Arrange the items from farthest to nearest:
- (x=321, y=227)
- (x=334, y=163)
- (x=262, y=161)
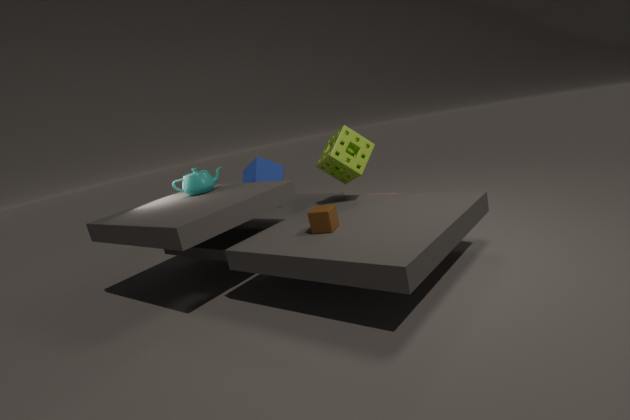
(x=262, y=161) → (x=334, y=163) → (x=321, y=227)
